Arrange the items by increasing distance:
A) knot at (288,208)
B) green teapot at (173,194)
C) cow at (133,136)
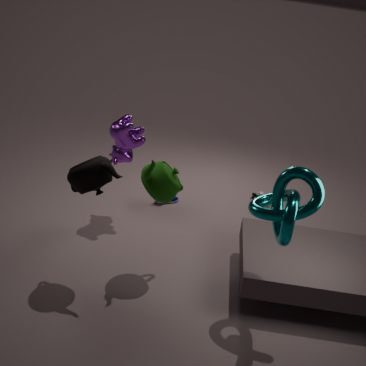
knot at (288,208)
green teapot at (173,194)
cow at (133,136)
